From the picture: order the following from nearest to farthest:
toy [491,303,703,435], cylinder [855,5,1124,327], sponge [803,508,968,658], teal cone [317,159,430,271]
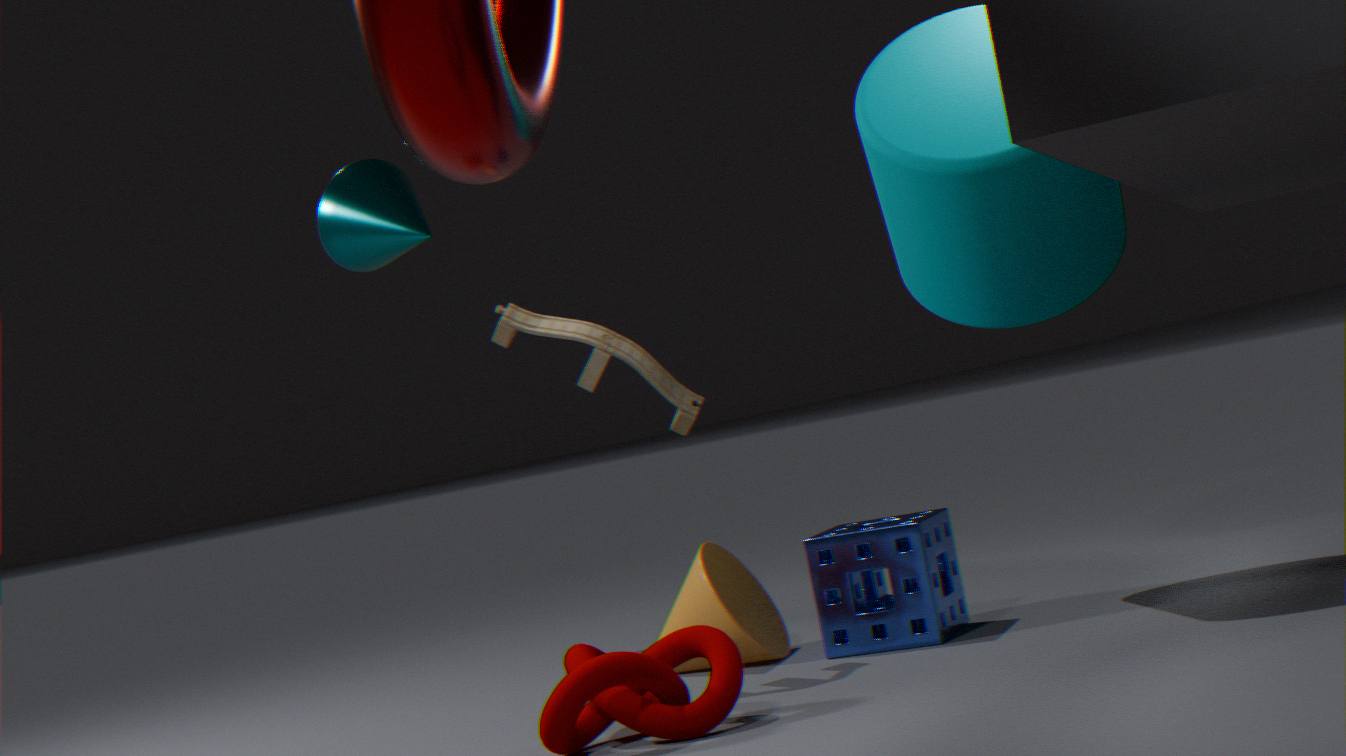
1. cylinder [855,5,1124,327]
2. sponge [803,508,968,658]
3. toy [491,303,703,435]
4. teal cone [317,159,430,271]
